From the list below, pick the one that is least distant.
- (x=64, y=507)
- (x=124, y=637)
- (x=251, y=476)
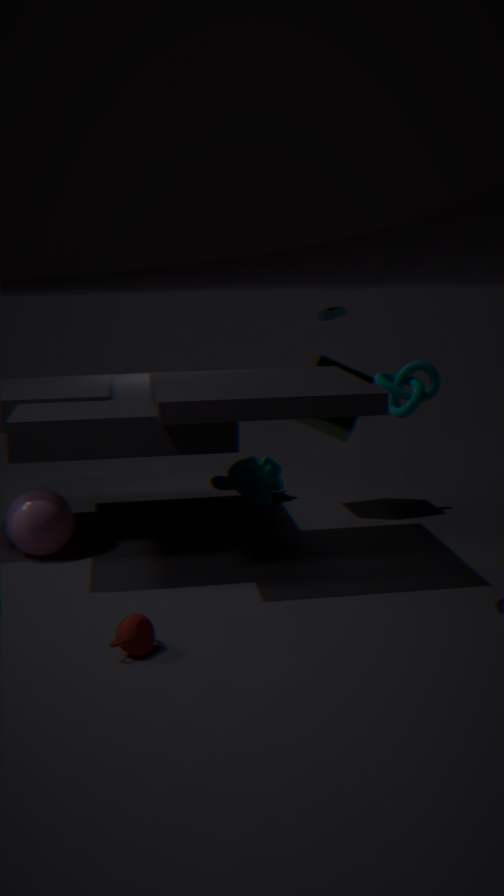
(x=124, y=637)
